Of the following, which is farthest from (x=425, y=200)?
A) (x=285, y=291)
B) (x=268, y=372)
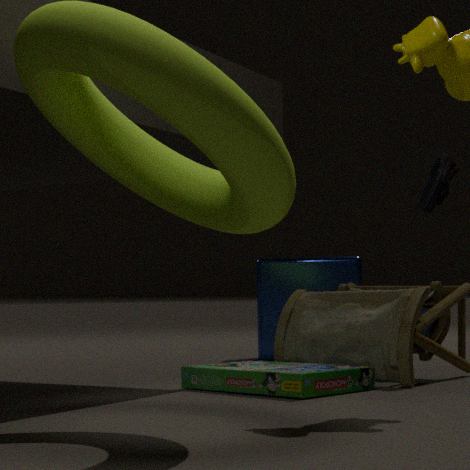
(x=268, y=372)
